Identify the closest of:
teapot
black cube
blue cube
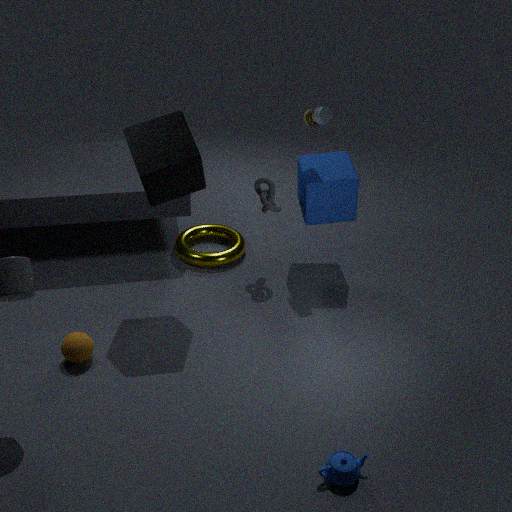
teapot
